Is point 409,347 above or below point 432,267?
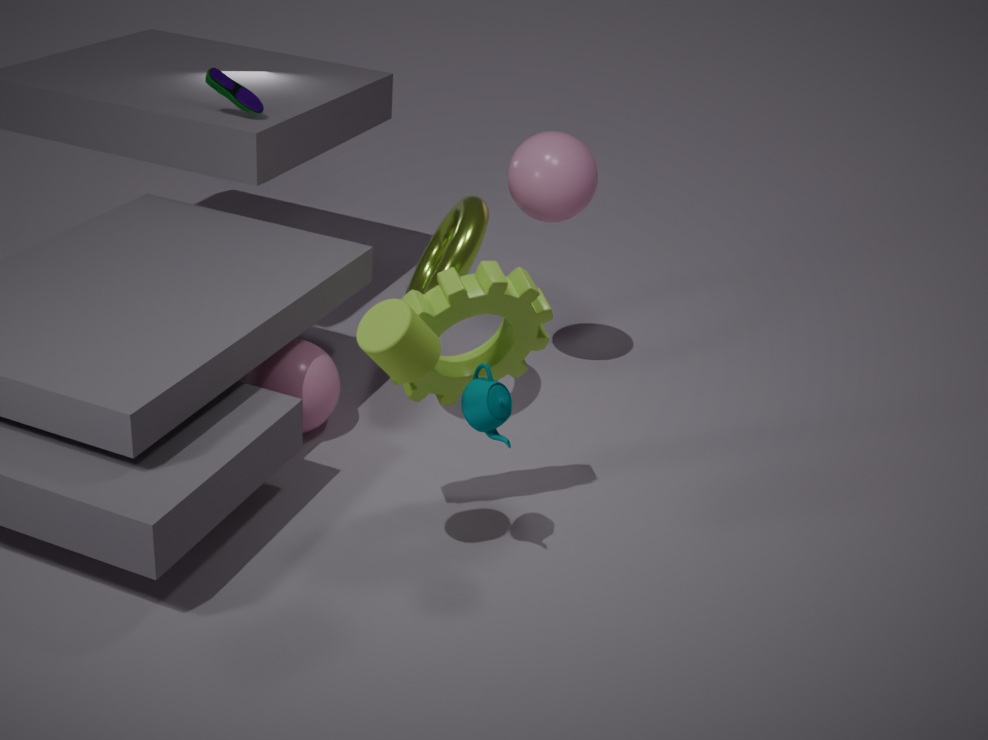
above
